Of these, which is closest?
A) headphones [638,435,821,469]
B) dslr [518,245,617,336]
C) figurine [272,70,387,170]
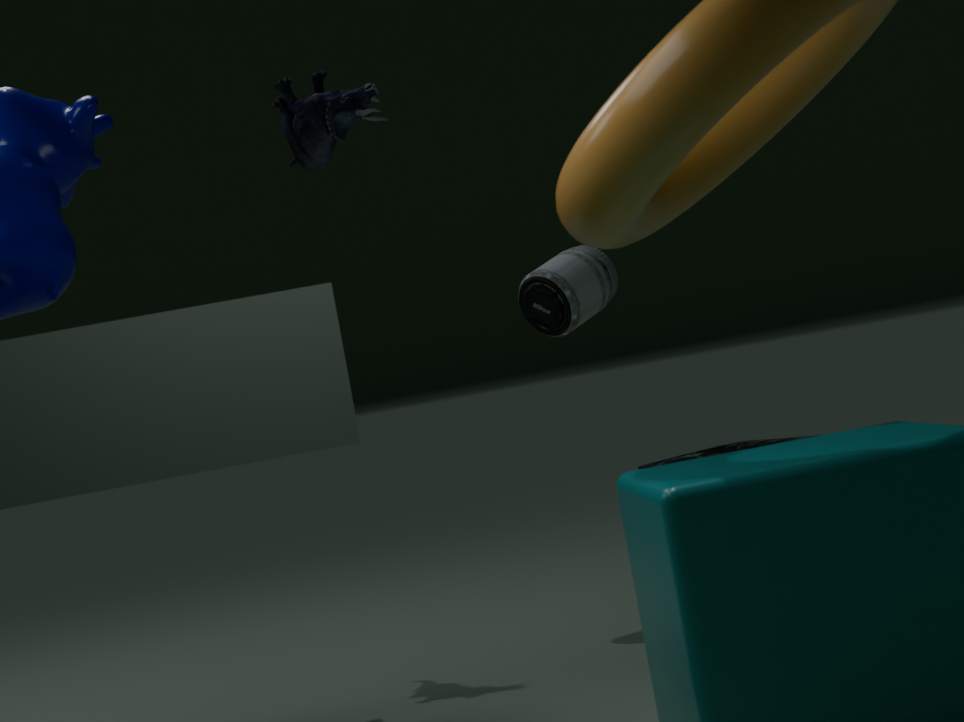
figurine [272,70,387,170]
